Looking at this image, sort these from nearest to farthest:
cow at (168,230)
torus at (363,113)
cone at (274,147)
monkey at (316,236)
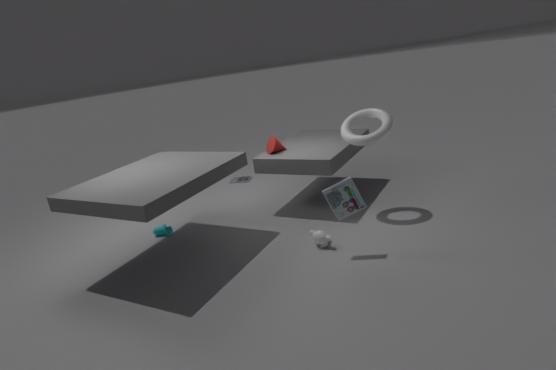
monkey at (316,236) < torus at (363,113) < cow at (168,230) < cone at (274,147)
